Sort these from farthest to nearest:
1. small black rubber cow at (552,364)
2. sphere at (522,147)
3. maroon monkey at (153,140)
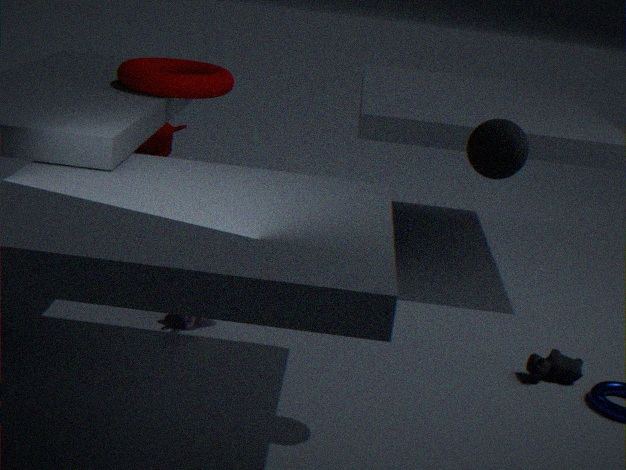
1. maroon monkey at (153,140)
2. small black rubber cow at (552,364)
3. sphere at (522,147)
